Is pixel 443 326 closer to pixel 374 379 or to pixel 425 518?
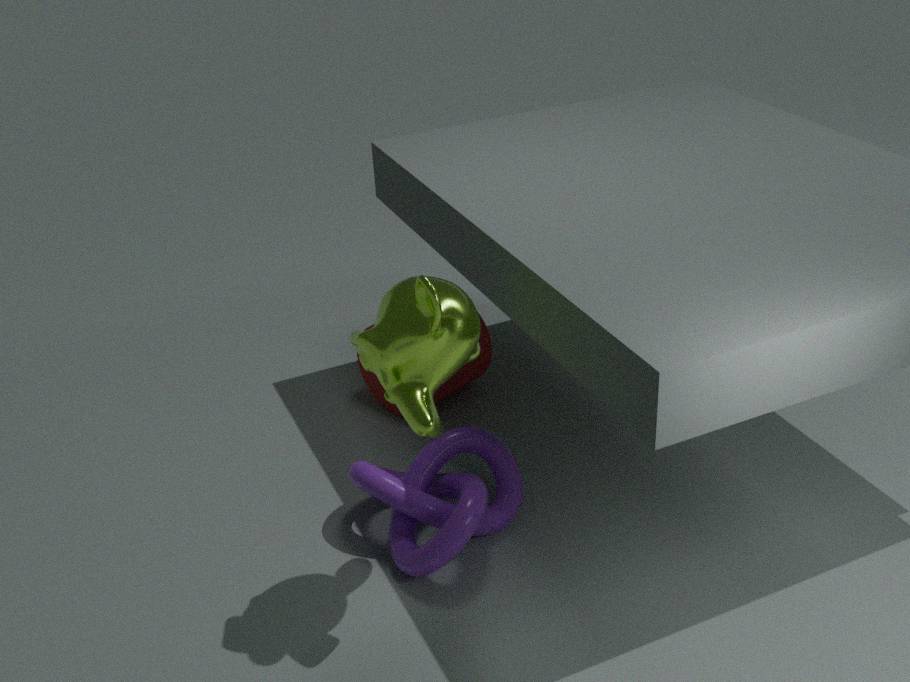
pixel 425 518
